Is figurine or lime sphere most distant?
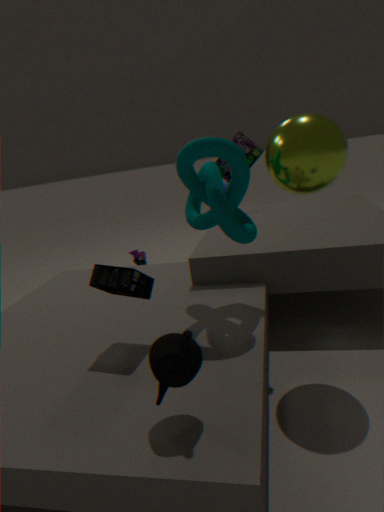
figurine
